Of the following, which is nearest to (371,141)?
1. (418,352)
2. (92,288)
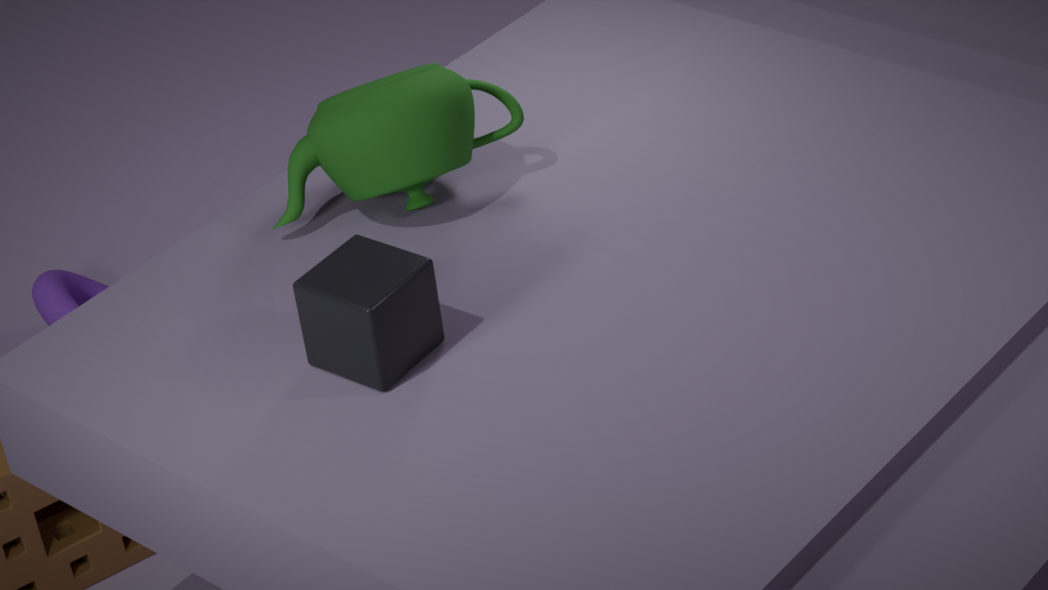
Result: (418,352)
